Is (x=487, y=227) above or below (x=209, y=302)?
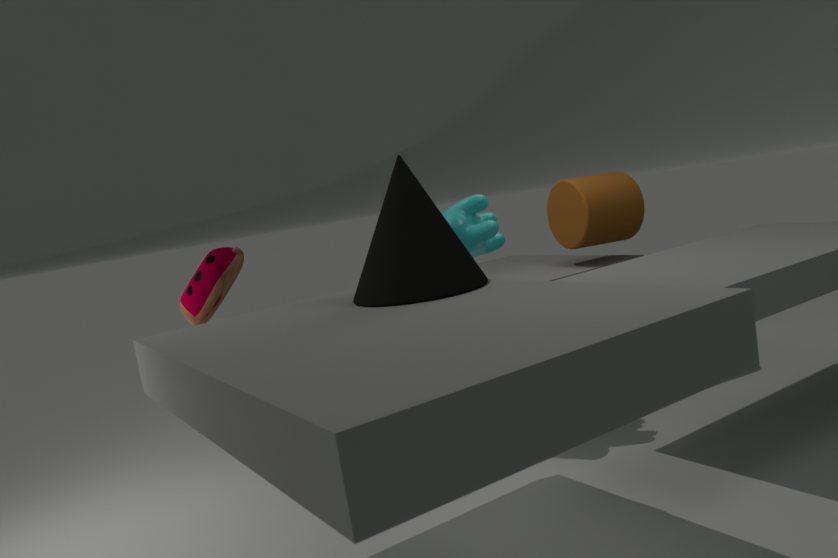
above
